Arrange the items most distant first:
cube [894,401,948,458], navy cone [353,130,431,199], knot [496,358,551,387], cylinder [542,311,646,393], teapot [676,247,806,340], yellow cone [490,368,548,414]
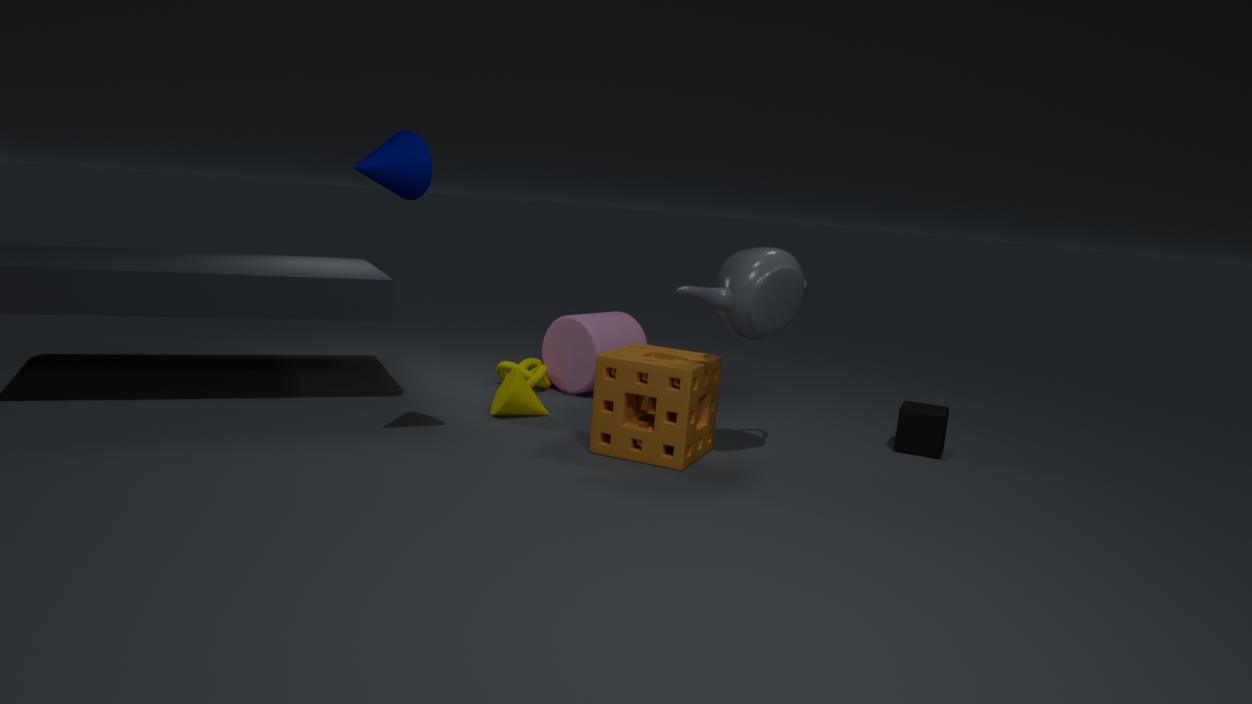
1. knot [496,358,551,387]
2. cylinder [542,311,646,393]
3. yellow cone [490,368,548,414]
4. cube [894,401,948,458]
5. teapot [676,247,806,340]
6. navy cone [353,130,431,199]
